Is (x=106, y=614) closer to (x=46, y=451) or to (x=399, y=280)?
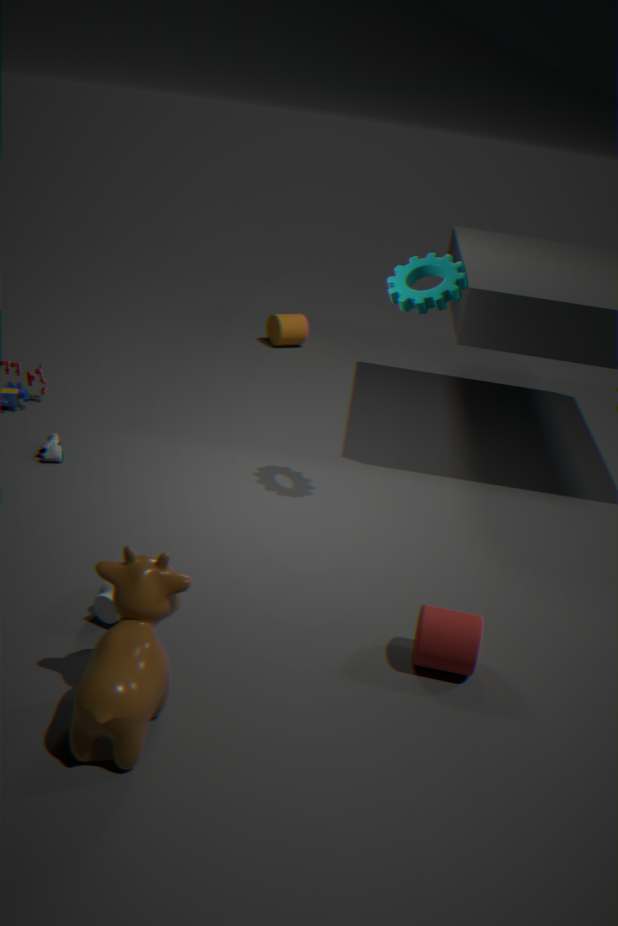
(x=46, y=451)
